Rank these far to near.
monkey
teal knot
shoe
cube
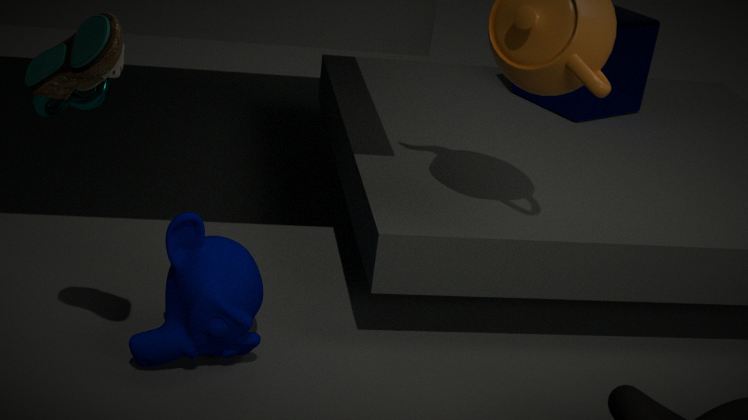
1. cube
2. teal knot
3. monkey
4. shoe
